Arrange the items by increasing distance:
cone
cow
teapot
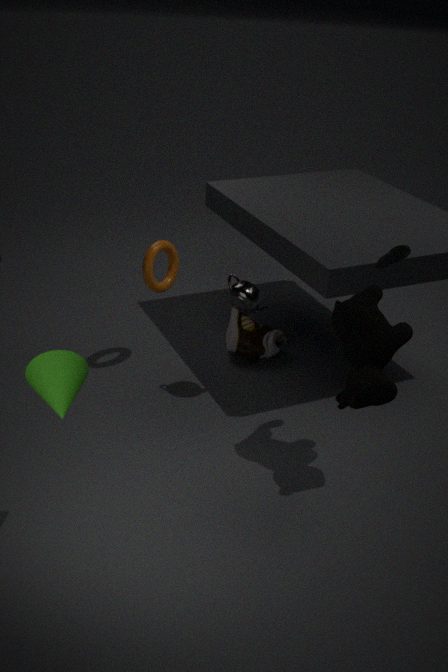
cone
cow
teapot
